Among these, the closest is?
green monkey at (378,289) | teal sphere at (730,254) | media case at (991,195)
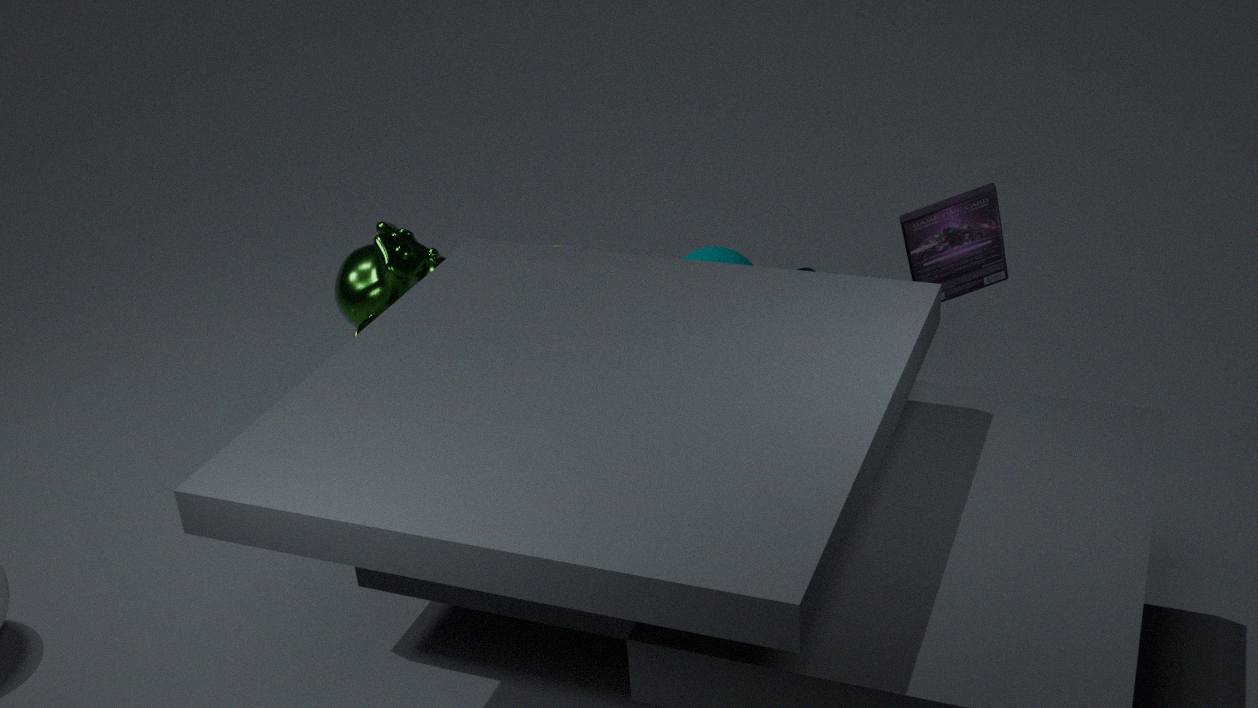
media case at (991,195)
